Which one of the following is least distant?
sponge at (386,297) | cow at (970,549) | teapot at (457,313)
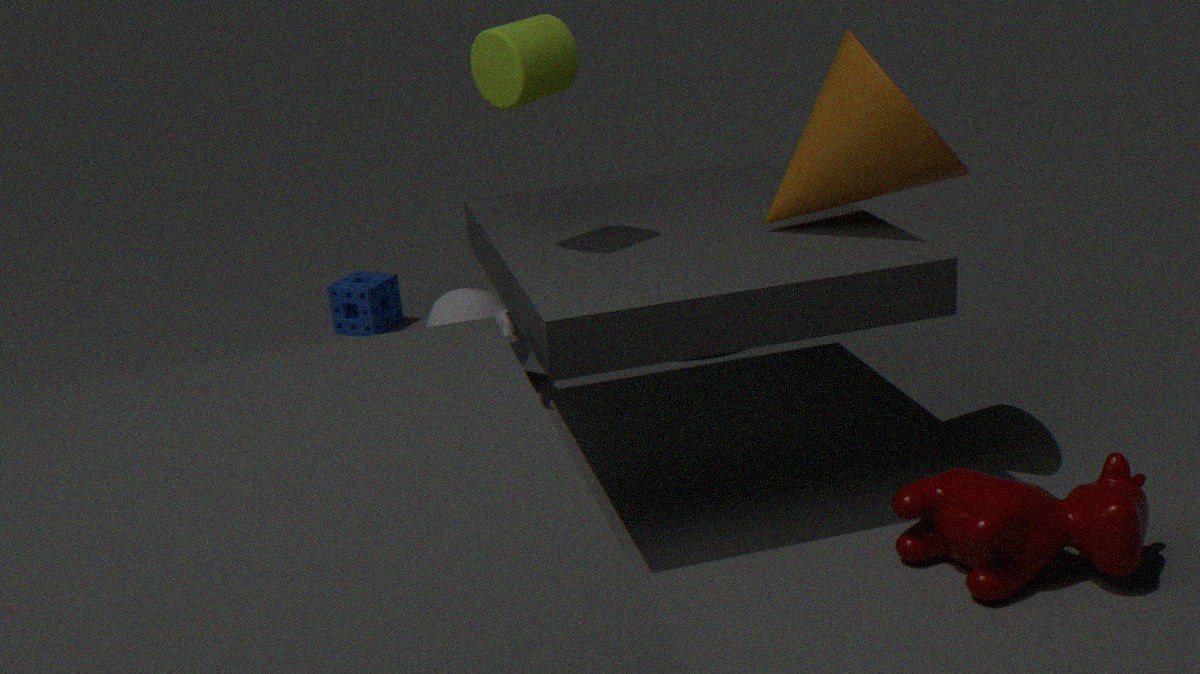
cow at (970,549)
